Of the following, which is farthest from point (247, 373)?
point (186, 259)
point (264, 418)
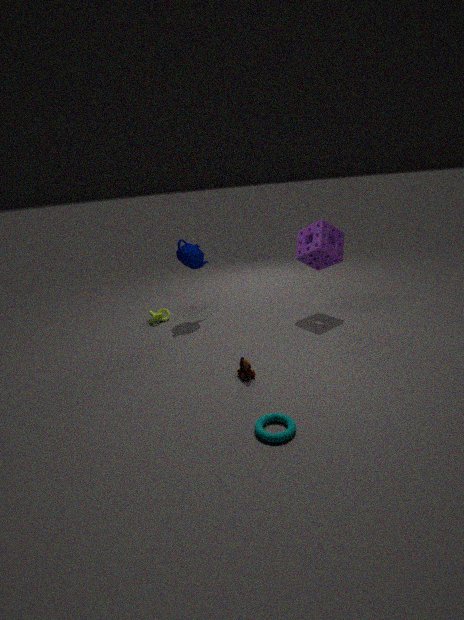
point (186, 259)
